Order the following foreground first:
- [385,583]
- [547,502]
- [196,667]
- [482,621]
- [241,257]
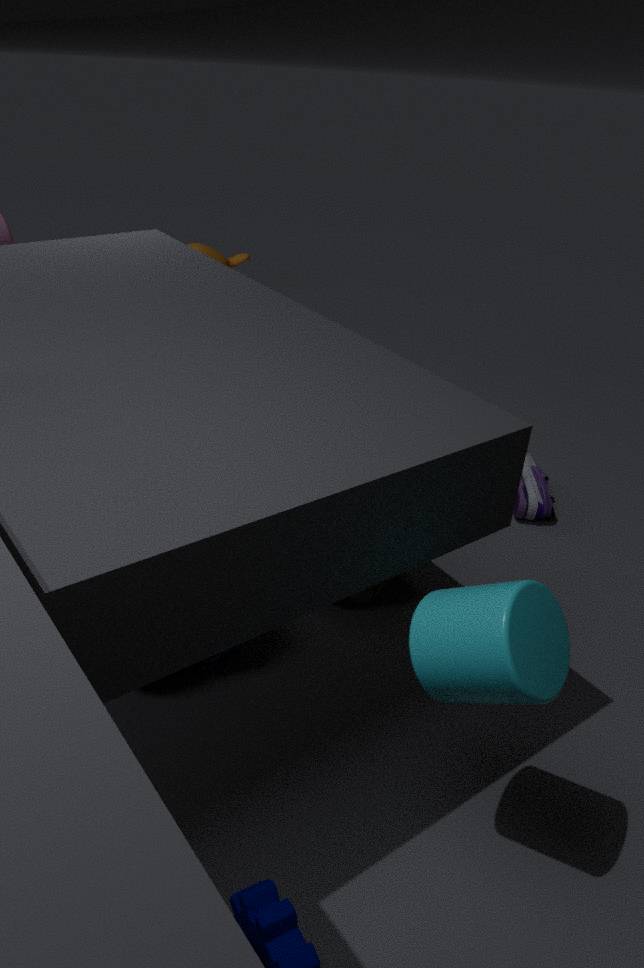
[482,621], [196,667], [385,583], [547,502], [241,257]
